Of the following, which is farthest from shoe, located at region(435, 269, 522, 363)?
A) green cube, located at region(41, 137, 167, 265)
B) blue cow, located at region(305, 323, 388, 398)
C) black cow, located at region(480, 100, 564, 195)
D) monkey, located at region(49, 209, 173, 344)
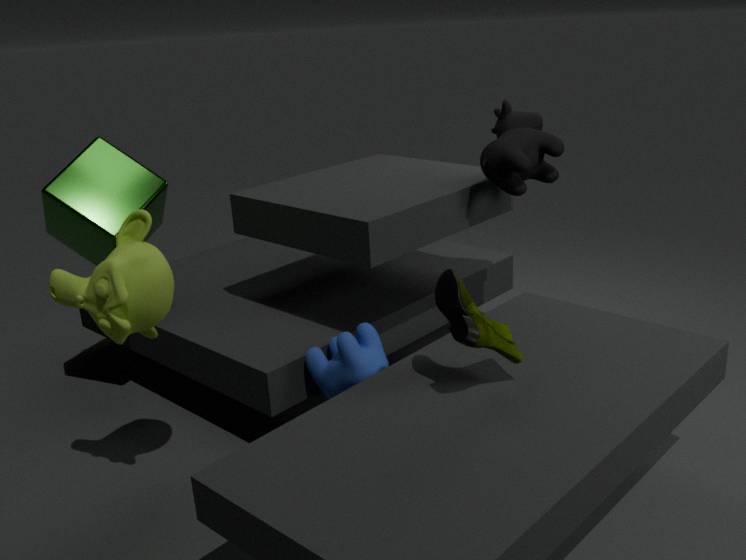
green cube, located at region(41, 137, 167, 265)
